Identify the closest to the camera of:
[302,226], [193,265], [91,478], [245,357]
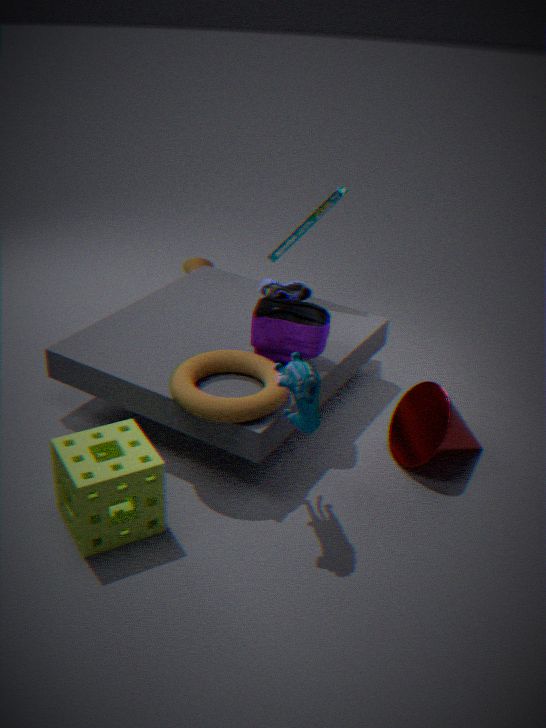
[91,478]
